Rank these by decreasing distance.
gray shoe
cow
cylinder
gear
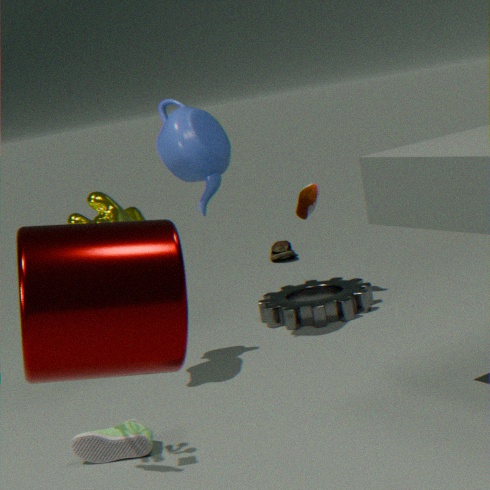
gear, cow, gray shoe, cylinder
